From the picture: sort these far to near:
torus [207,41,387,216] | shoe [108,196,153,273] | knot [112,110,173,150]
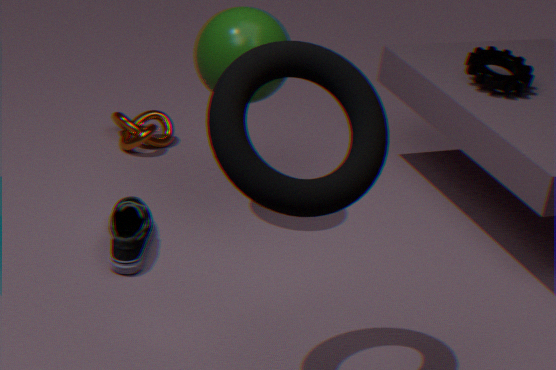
1. knot [112,110,173,150]
2. shoe [108,196,153,273]
3. torus [207,41,387,216]
